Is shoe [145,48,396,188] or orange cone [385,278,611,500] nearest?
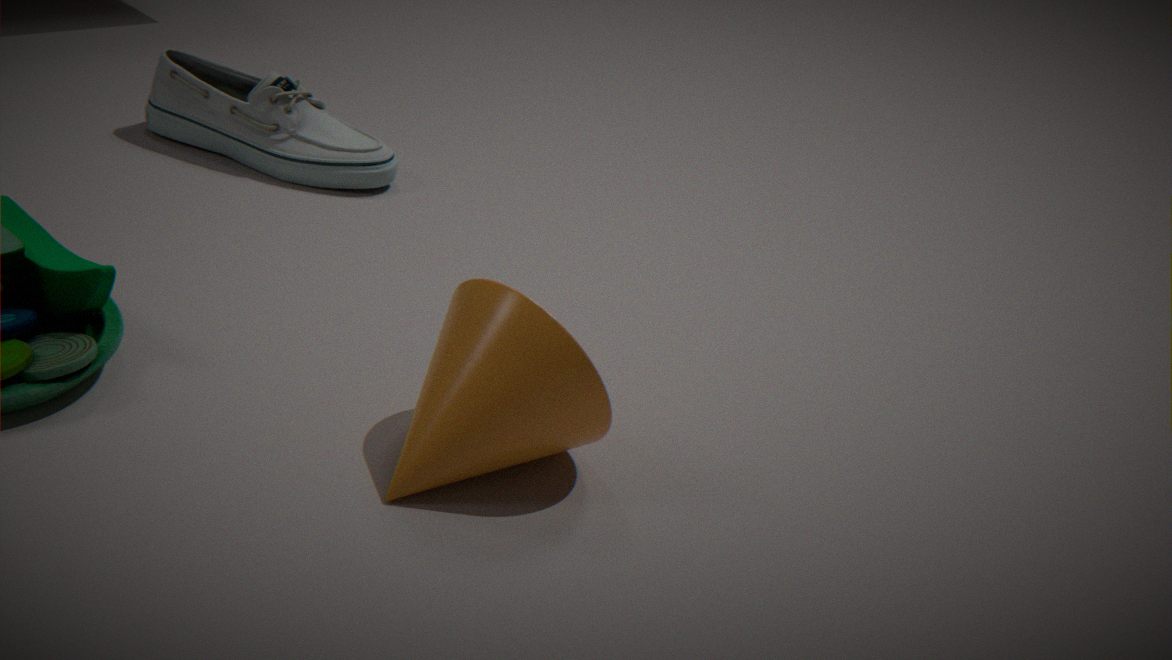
orange cone [385,278,611,500]
